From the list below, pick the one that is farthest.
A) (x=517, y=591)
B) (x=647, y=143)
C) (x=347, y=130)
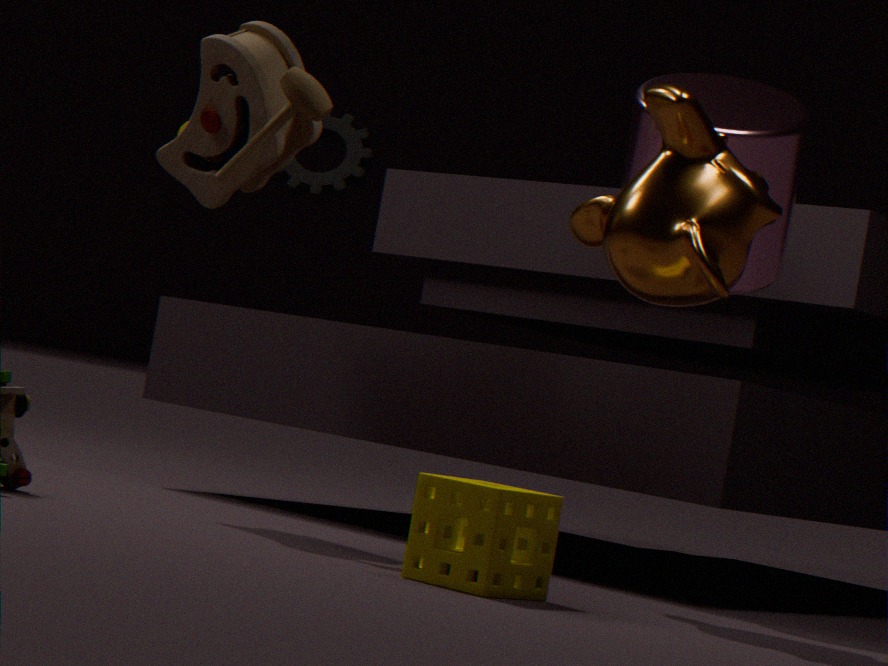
C. (x=347, y=130)
